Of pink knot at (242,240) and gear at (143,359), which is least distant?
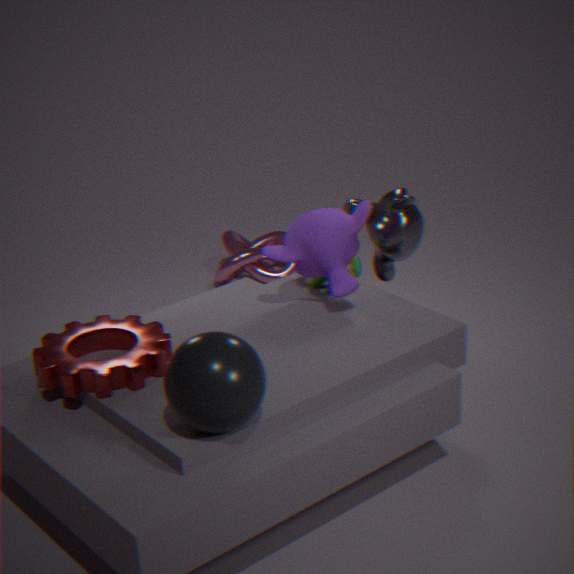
gear at (143,359)
